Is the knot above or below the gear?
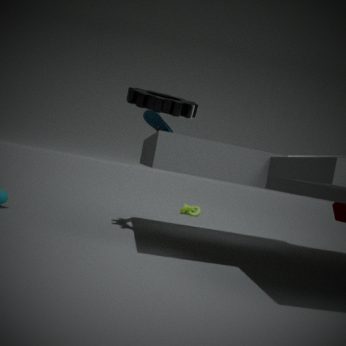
below
